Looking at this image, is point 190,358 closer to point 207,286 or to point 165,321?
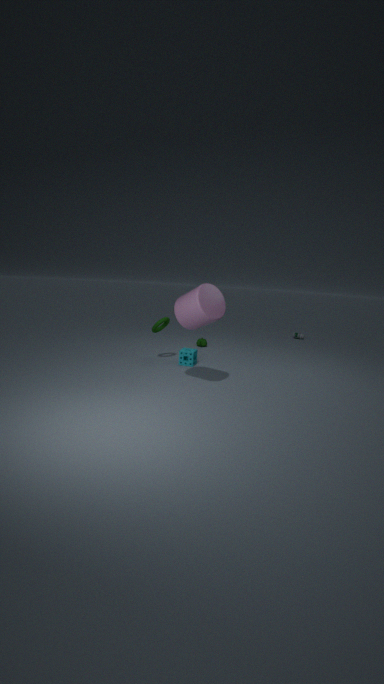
point 165,321
